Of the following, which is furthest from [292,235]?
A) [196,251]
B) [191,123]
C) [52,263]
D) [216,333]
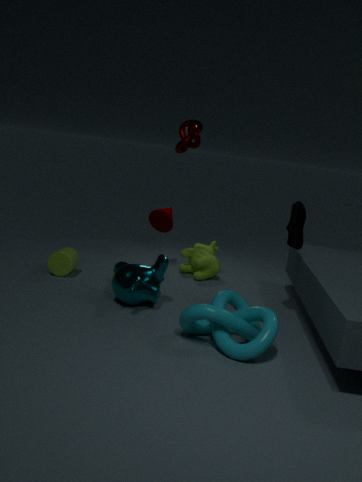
[52,263]
